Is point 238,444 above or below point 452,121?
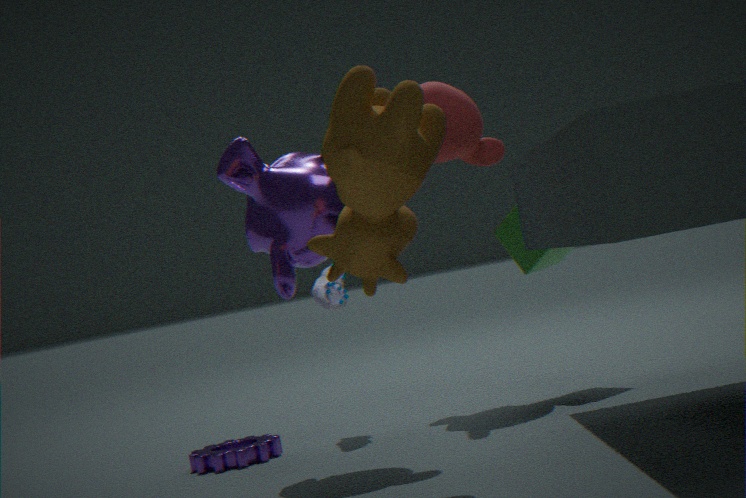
below
